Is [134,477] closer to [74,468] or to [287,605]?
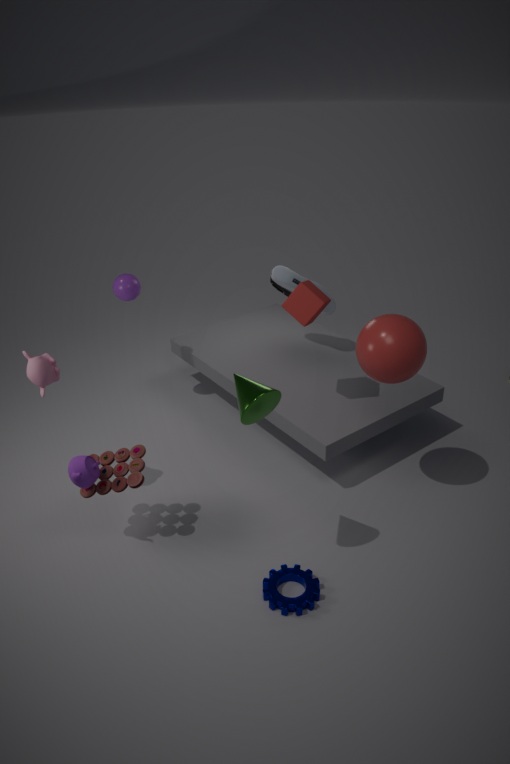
[74,468]
